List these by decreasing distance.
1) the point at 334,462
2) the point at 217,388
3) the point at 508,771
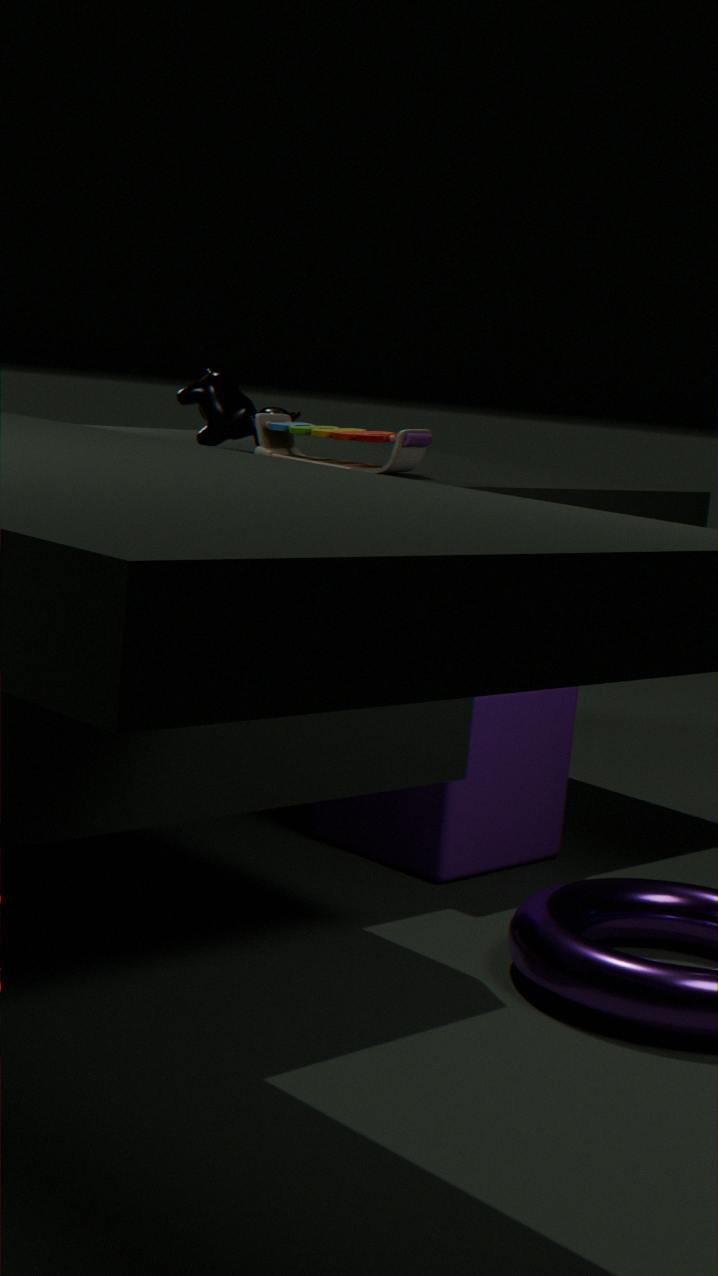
2. the point at 217,388, 1. the point at 334,462, 3. the point at 508,771
